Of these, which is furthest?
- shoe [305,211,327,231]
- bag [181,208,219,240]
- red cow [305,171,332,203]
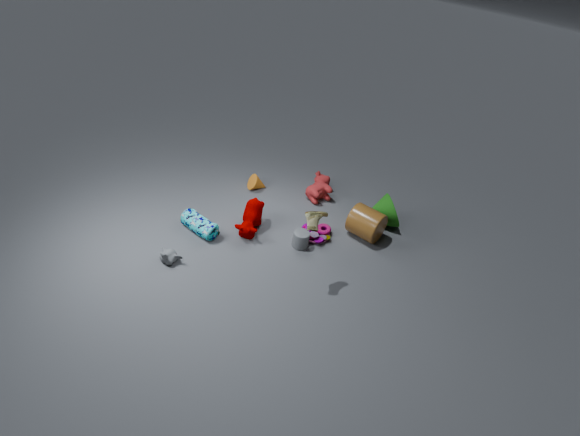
red cow [305,171,332,203]
